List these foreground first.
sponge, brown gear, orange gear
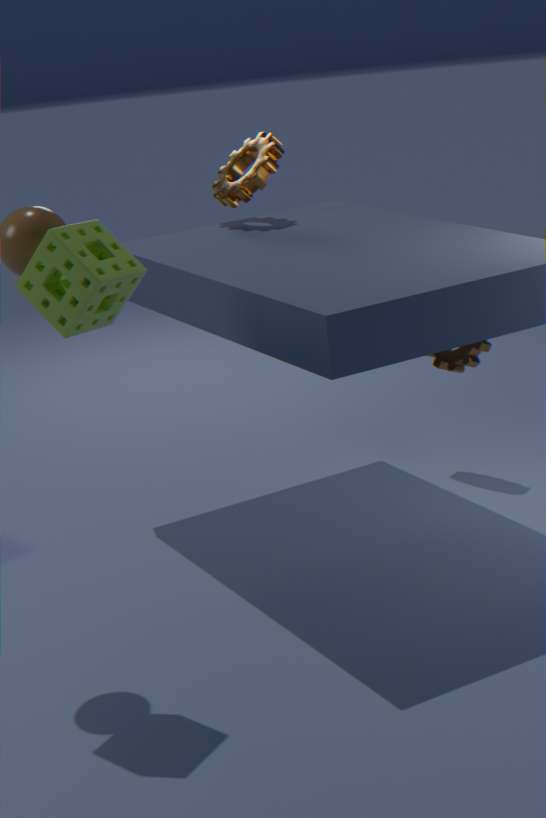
sponge < brown gear < orange gear
